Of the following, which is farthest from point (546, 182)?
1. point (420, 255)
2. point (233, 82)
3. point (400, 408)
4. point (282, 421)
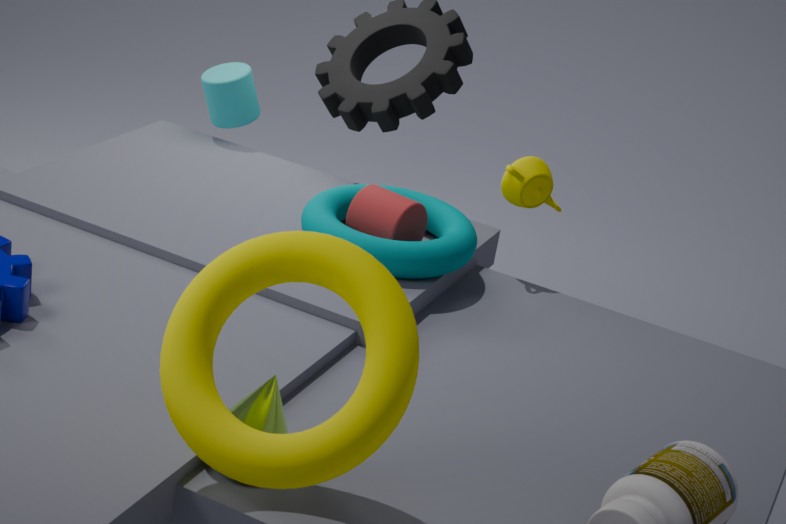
point (400, 408)
